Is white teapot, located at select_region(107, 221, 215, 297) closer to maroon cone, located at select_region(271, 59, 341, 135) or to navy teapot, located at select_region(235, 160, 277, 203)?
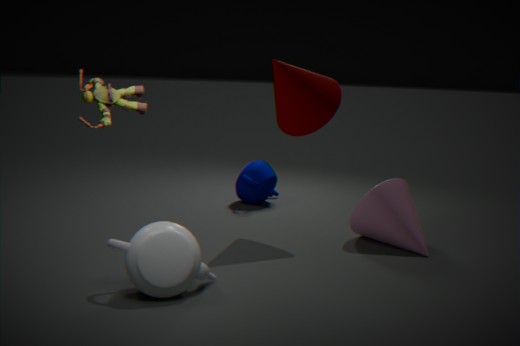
maroon cone, located at select_region(271, 59, 341, 135)
